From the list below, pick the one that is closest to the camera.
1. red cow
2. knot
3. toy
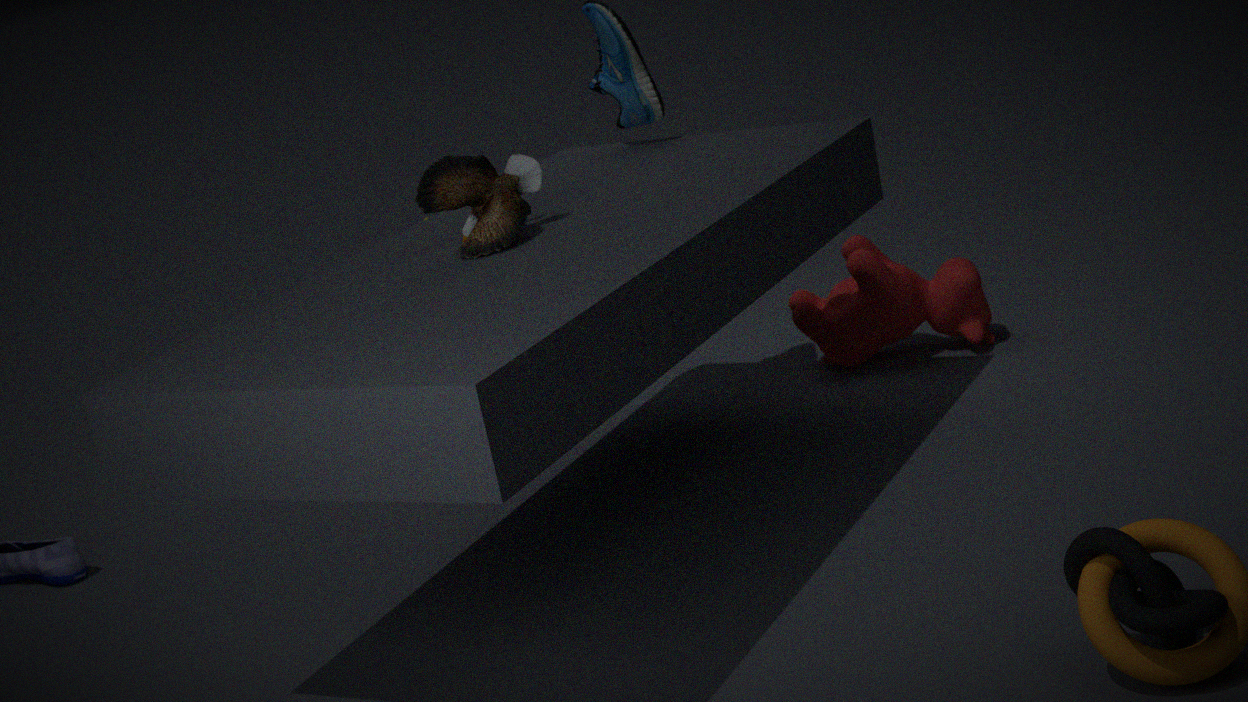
knot
